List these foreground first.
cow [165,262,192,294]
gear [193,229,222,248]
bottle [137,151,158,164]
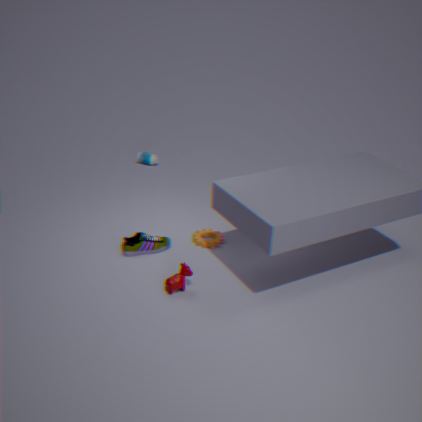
cow [165,262,192,294], gear [193,229,222,248], bottle [137,151,158,164]
